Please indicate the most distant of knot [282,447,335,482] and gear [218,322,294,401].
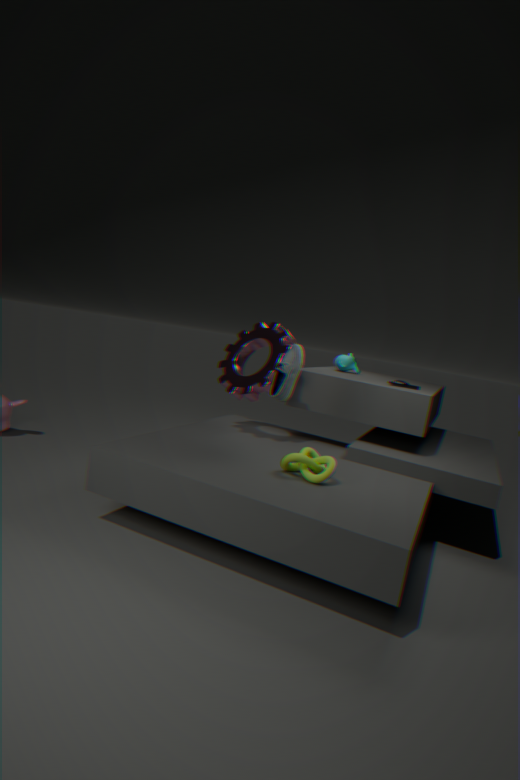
gear [218,322,294,401]
